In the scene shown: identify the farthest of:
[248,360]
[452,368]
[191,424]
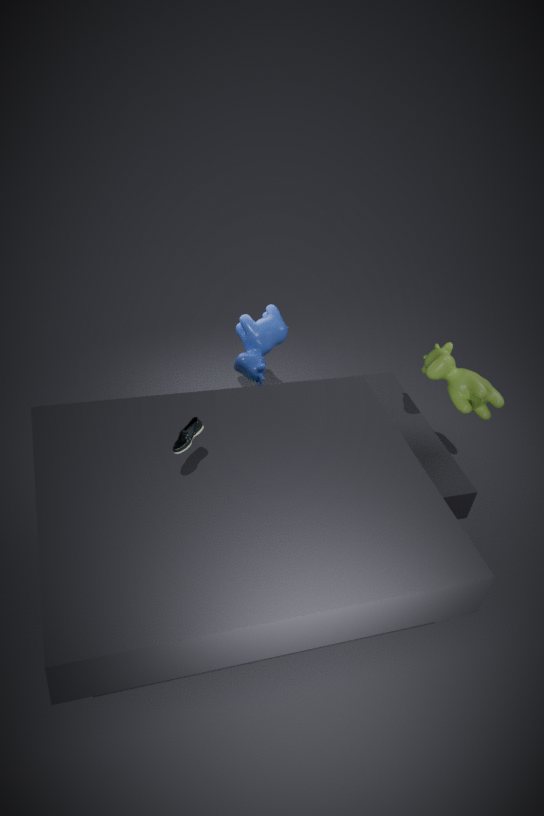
[248,360]
